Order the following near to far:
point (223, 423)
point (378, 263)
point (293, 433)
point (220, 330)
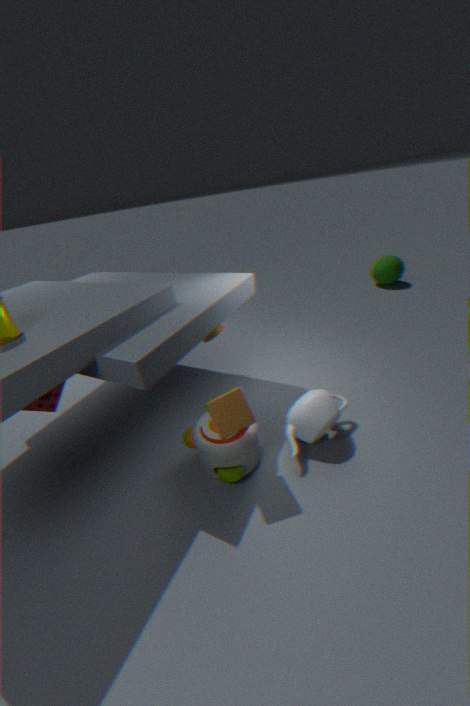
1. point (223, 423)
2. point (293, 433)
3. point (220, 330)
4. point (378, 263)
